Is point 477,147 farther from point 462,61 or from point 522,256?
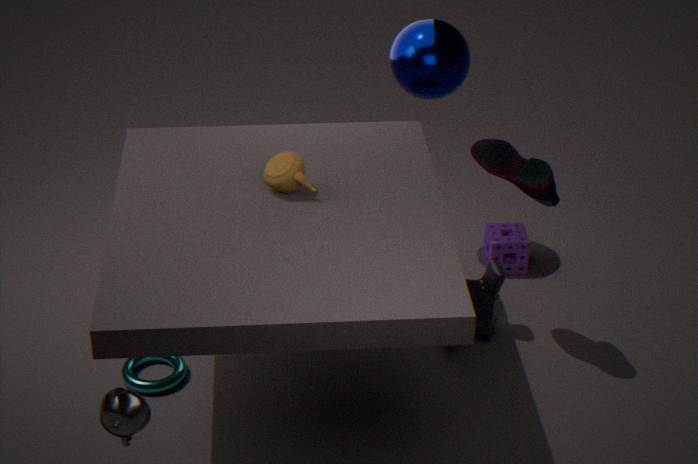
point 522,256
